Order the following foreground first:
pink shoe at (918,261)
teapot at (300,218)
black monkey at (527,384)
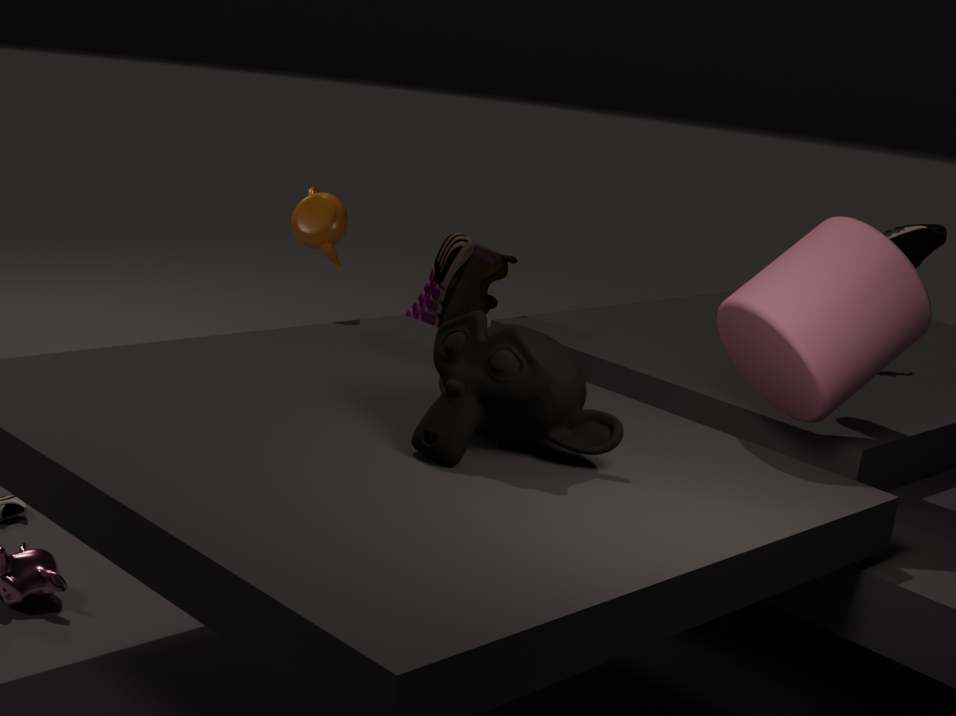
black monkey at (527,384) < pink shoe at (918,261) < teapot at (300,218)
